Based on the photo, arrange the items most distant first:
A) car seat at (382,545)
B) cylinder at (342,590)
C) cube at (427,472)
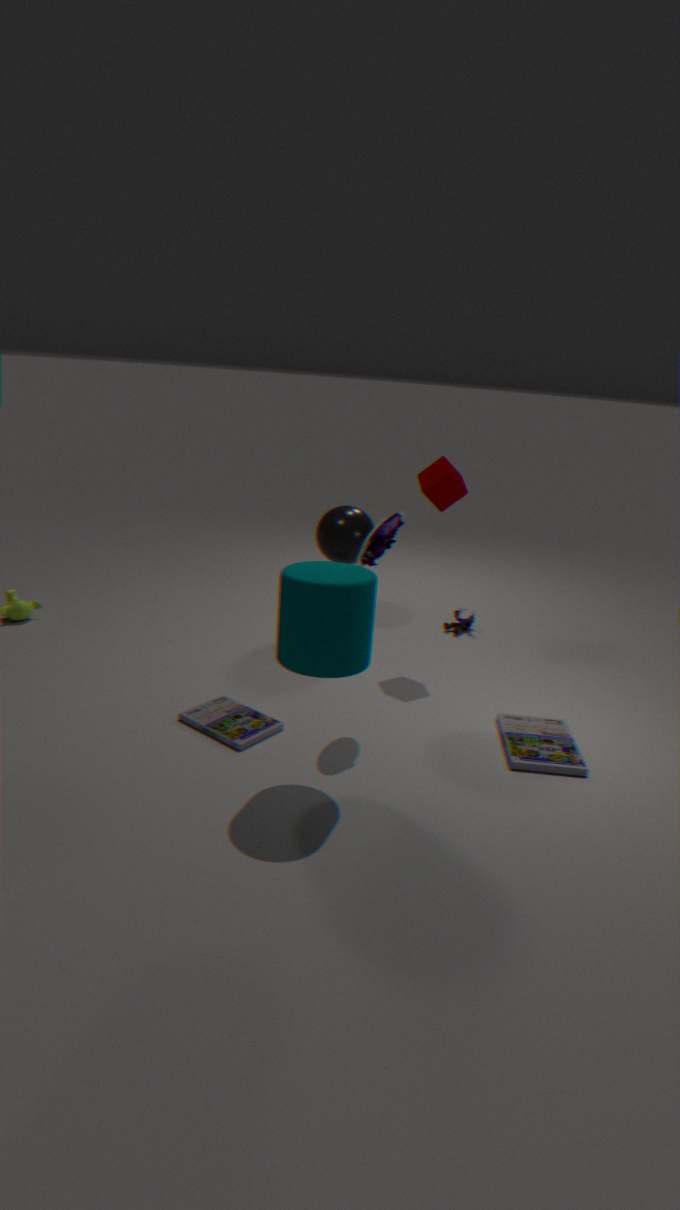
cube at (427,472), car seat at (382,545), cylinder at (342,590)
